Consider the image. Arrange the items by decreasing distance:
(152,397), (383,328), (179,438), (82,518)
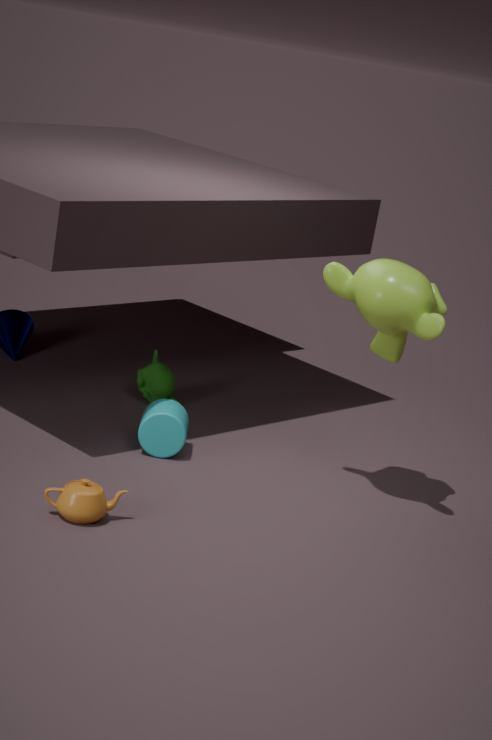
1. (152,397)
2. (179,438)
3. (383,328)
4. (82,518)
